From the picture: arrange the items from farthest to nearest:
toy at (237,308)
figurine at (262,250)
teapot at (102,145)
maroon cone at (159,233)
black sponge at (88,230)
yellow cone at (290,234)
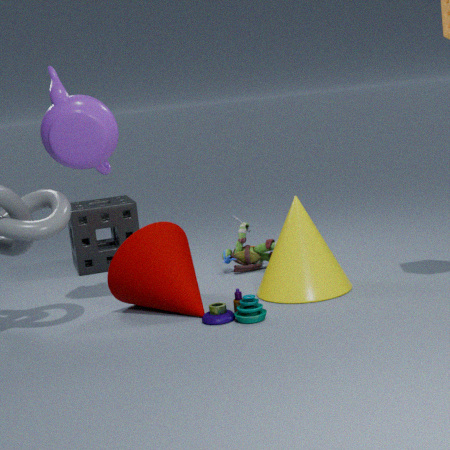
black sponge at (88,230) → figurine at (262,250) → yellow cone at (290,234) → maroon cone at (159,233) → teapot at (102,145) → toy at (237,308)
